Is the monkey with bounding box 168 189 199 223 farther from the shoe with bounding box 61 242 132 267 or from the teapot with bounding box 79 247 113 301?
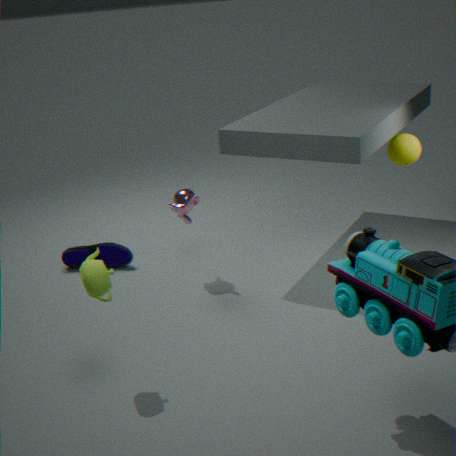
the teapot with bounding box 79 247 113 301
